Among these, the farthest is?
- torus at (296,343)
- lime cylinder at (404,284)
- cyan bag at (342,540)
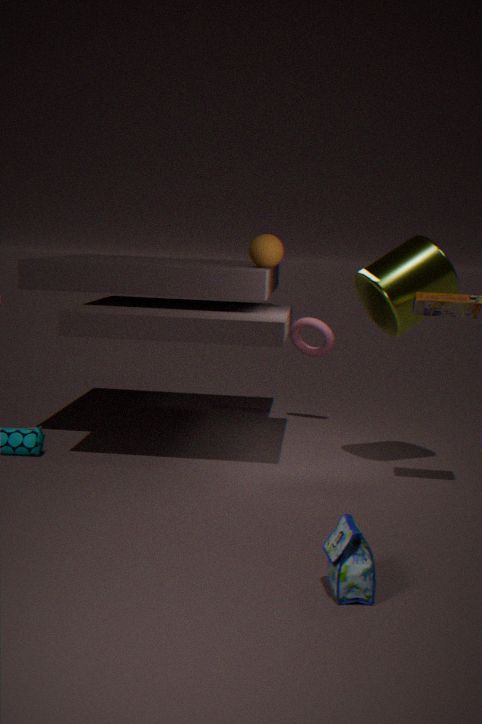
torus at (296,343)
